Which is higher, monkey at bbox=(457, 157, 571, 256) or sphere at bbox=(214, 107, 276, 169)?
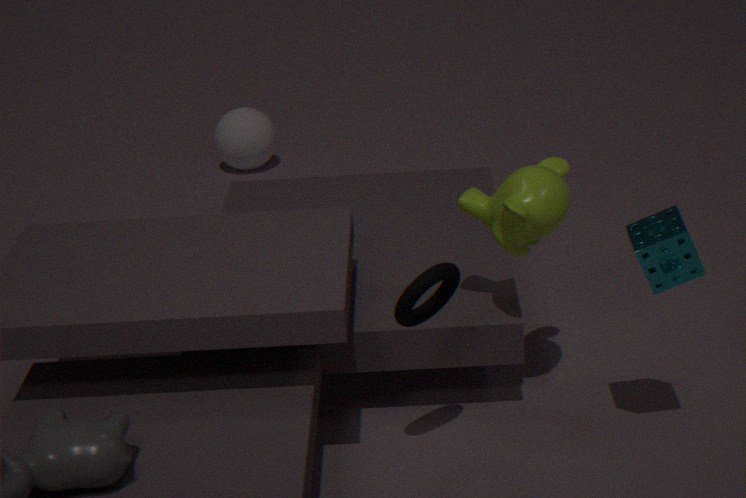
monkey at bbox=(457, 157, 571, 256)
